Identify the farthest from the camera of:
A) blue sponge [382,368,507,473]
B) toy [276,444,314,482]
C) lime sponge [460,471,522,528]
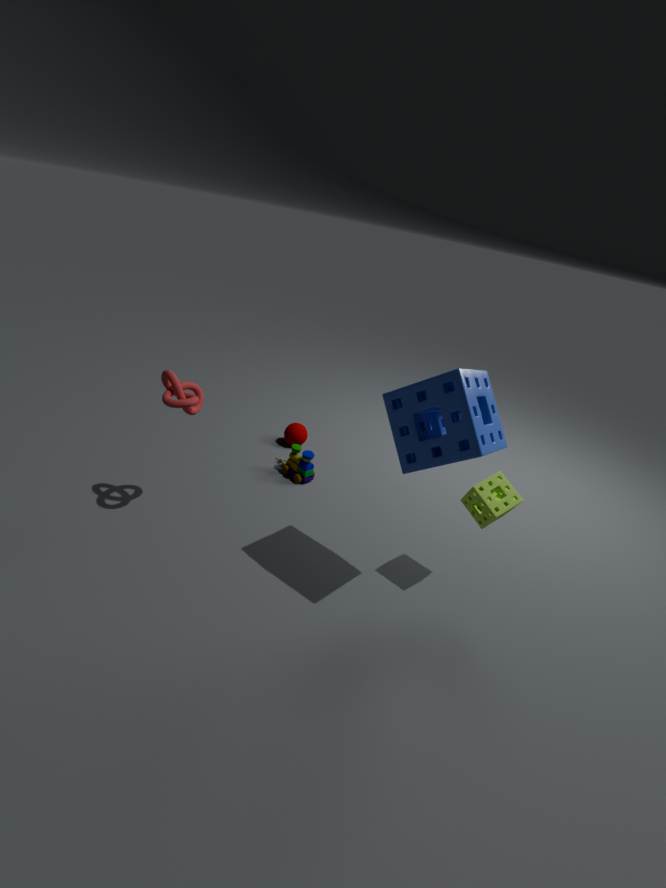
toy [276,444,314,482]
